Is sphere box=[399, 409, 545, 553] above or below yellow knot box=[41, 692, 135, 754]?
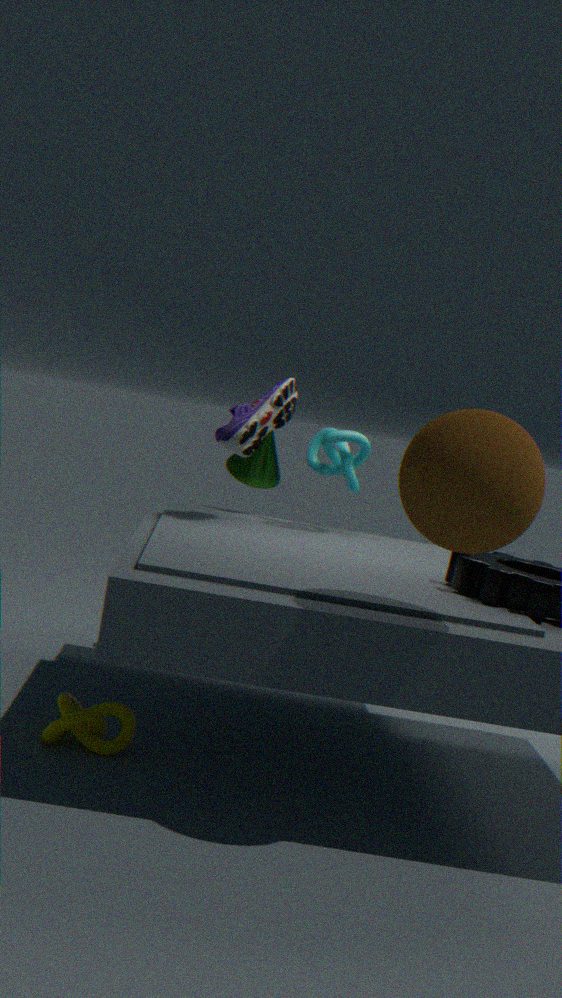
above
